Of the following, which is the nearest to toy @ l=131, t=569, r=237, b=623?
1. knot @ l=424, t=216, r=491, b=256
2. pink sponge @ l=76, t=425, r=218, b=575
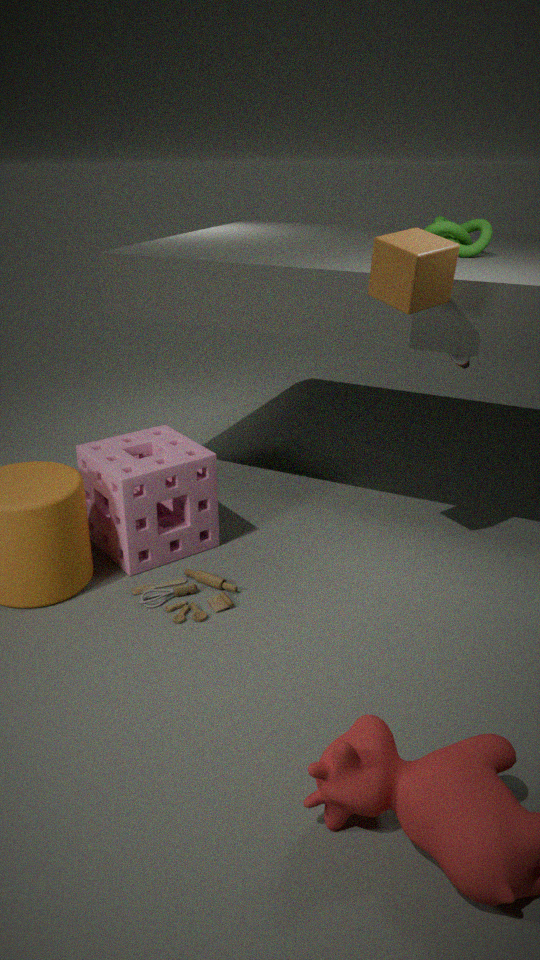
pink sponge @ l=76, t=425, r=218, b=575
